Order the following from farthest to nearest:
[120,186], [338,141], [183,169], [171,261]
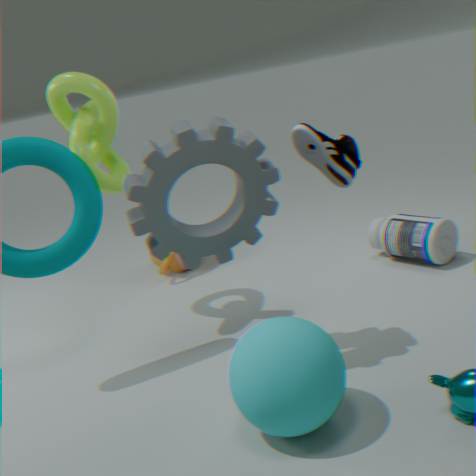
[171,261] < [120,186] < [183,169] < [338,141]
